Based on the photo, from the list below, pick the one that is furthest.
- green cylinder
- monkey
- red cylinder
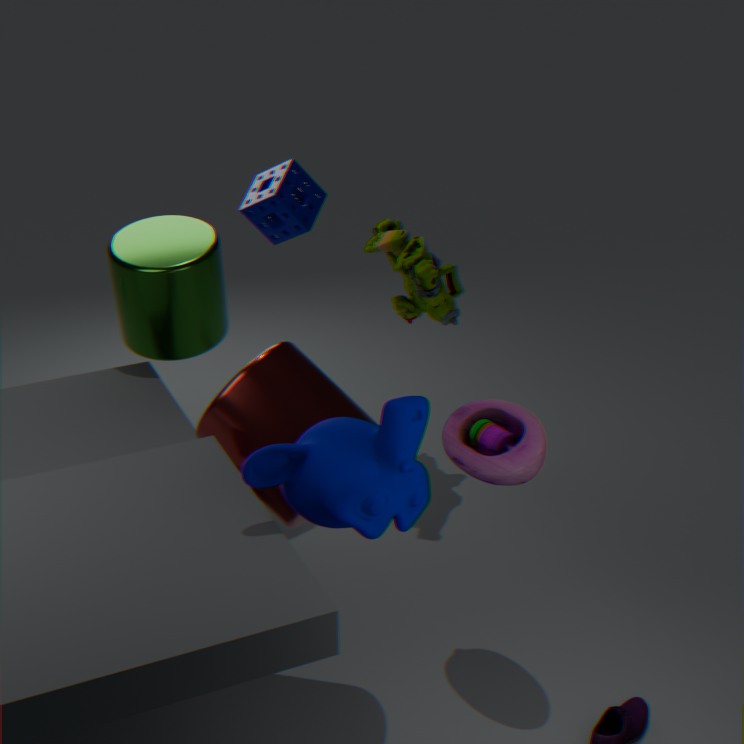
green cylinder
